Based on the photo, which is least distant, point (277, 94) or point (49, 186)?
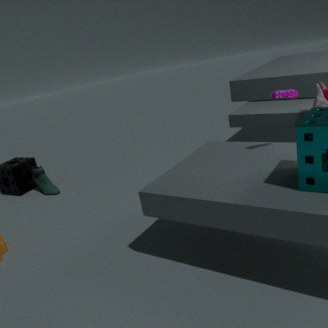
point (277, 94)
